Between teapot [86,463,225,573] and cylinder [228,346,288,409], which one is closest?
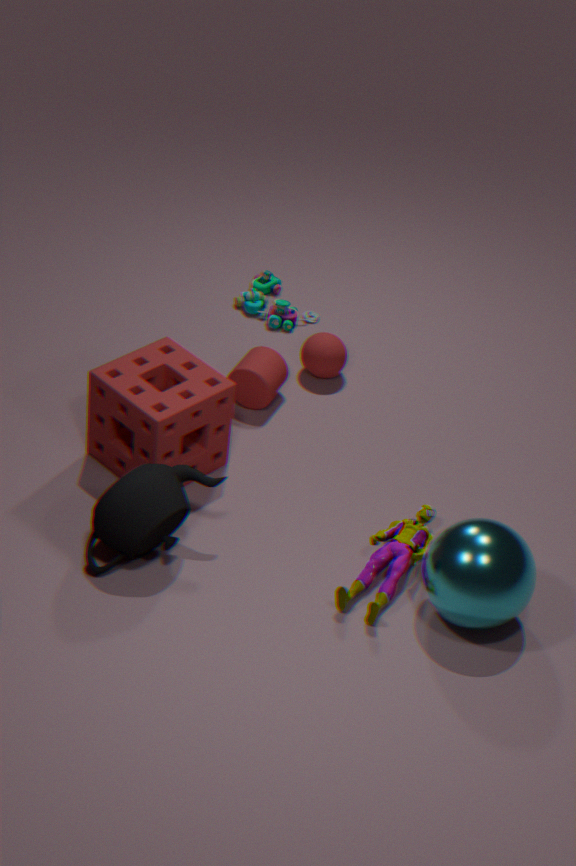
teapot [86,463,225,573]
